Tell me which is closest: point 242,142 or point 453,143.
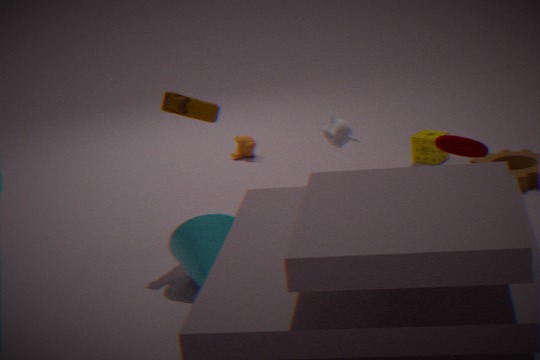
point 453,143
